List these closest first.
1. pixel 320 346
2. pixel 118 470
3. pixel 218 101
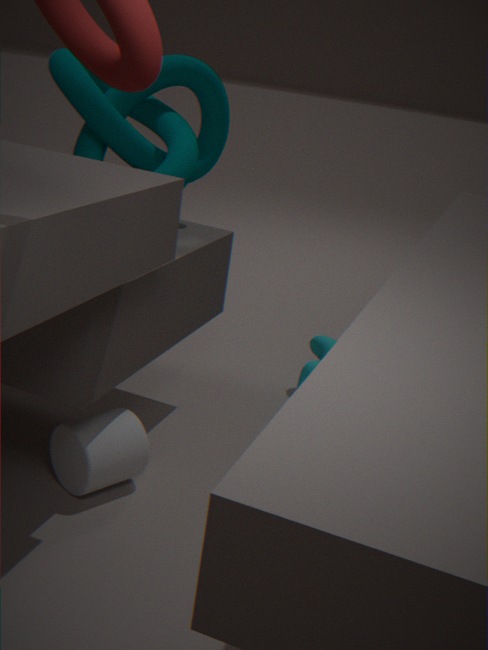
1. pixel 118 470
2. pixel 218 101
3. pixel 320 346
